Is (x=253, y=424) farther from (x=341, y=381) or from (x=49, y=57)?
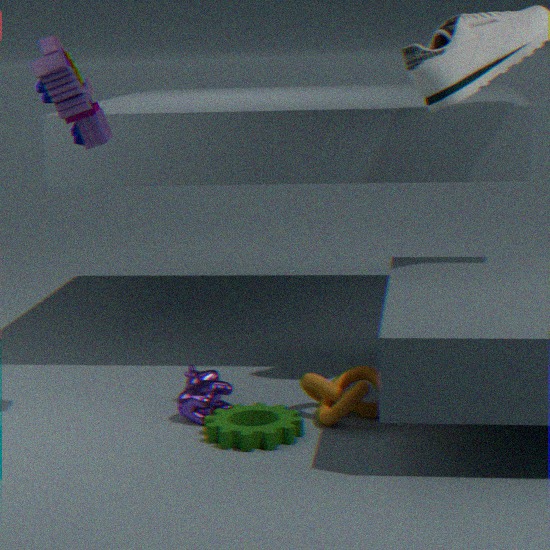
(x=49, y=57)
